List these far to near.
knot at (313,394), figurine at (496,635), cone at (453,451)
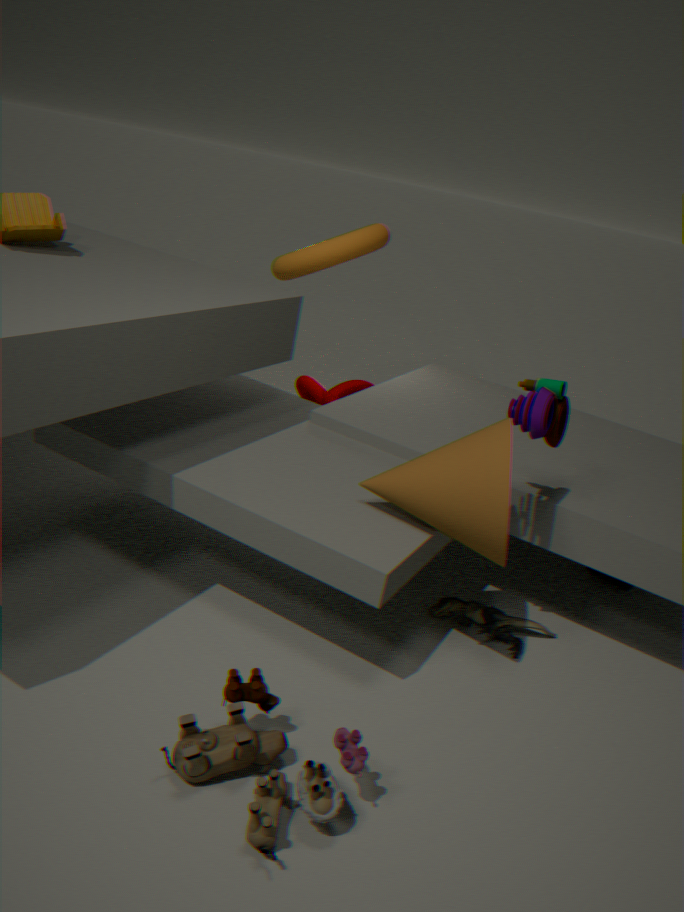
knot at (313,394) < figurine at (496,635) < cone at (453,451)
